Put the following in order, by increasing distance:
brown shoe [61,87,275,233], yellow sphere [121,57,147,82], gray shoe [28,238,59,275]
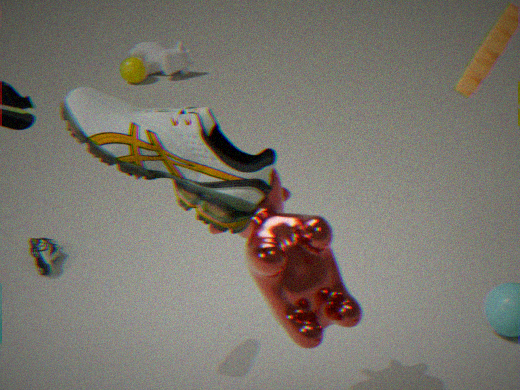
brown shoe [61,87,275,233] < gray shoe [28,238,59,275] < yellow sphere [121,57,147,82]
